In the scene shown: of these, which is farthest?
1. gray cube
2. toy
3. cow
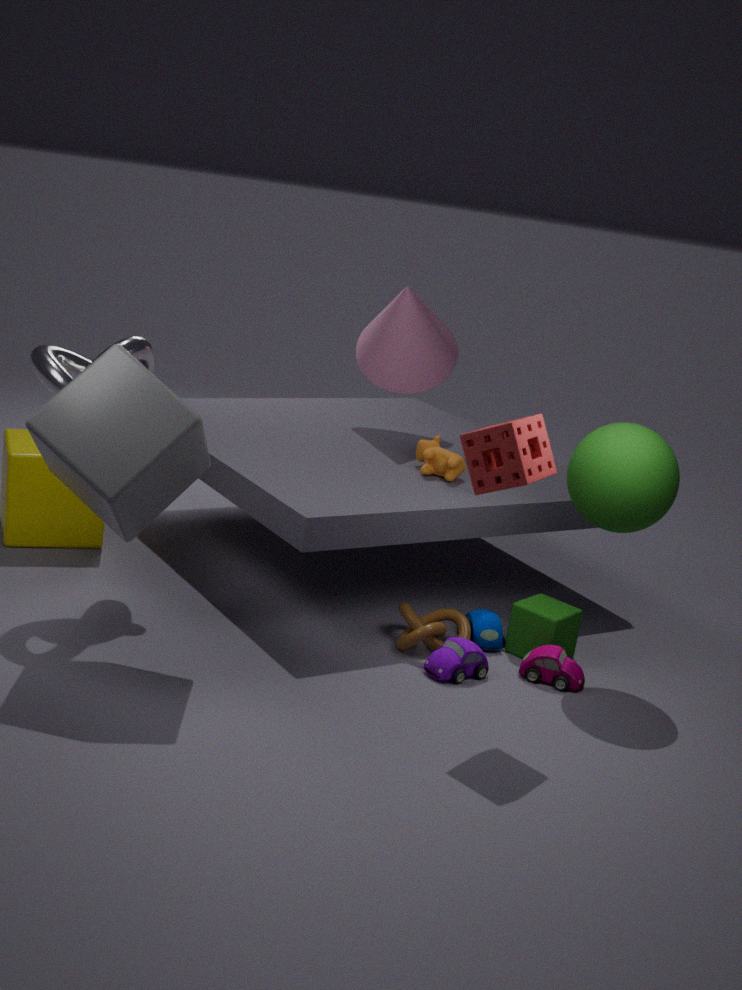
cow
